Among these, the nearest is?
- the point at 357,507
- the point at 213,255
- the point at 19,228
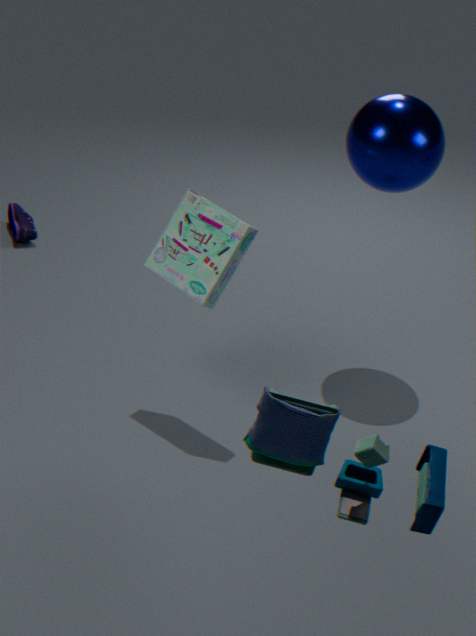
the point at 357,507
